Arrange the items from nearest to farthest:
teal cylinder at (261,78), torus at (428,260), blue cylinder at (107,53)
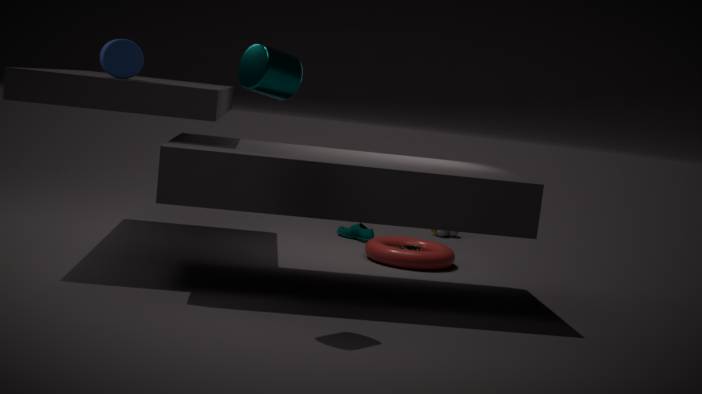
teal cylinder at (261,78) → blue cylinder at (107,53) → torus at (428,260)
